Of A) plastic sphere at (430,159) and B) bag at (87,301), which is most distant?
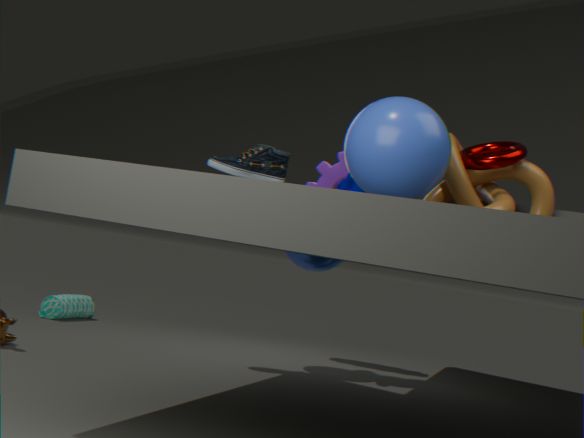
B. bag at (87,301)
